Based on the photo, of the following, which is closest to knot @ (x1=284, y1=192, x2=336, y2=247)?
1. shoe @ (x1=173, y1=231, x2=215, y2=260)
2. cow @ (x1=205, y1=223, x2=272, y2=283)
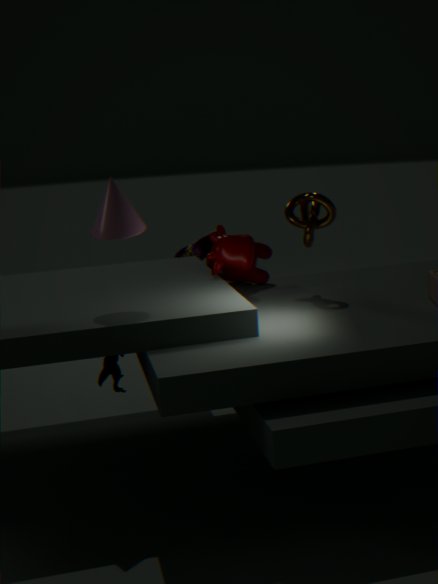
cow @ (x1=205, y1=223, x2=272, y2=283)
